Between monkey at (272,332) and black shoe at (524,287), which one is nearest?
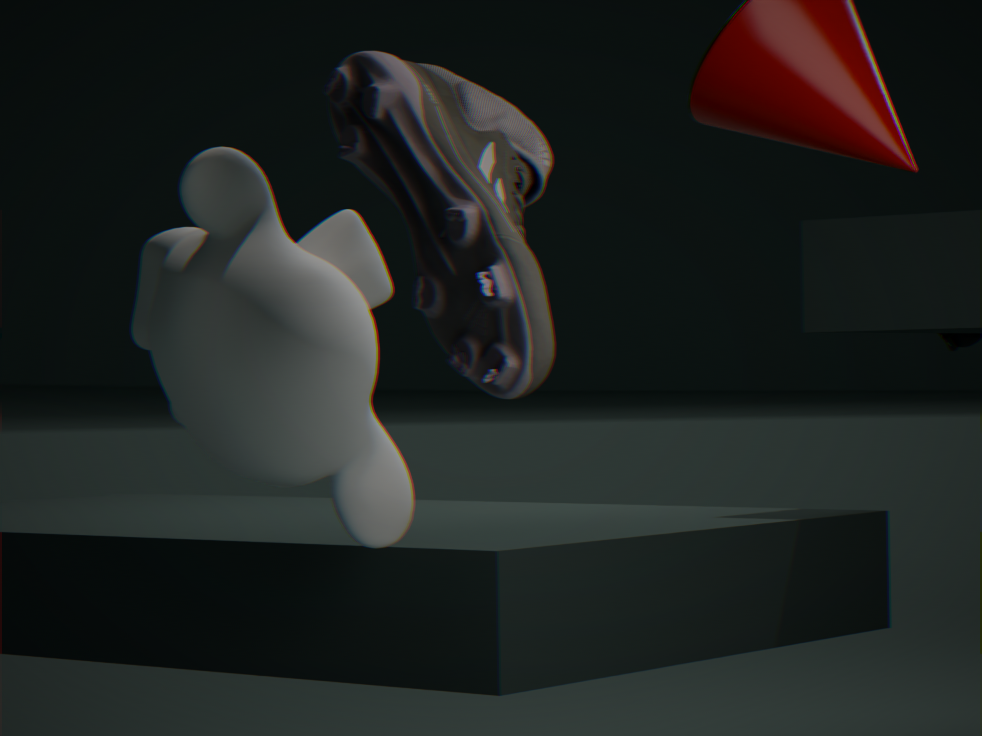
black shoe at (524,287)
